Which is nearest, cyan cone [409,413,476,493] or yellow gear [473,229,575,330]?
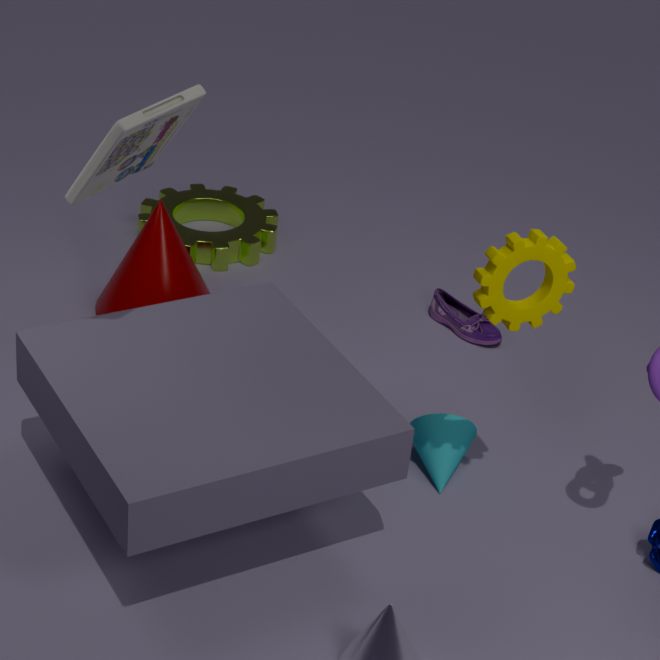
yellow gear [473,229,575,330]
